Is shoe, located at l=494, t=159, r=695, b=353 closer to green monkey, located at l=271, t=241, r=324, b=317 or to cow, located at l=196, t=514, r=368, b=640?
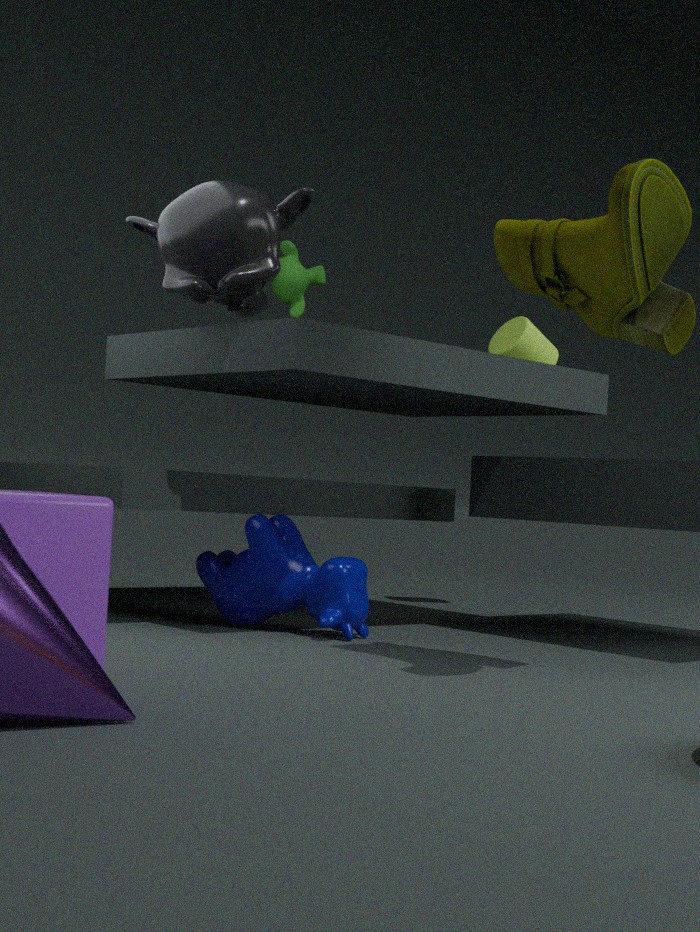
cow, located at l=196, t=514, r=368, b=640
